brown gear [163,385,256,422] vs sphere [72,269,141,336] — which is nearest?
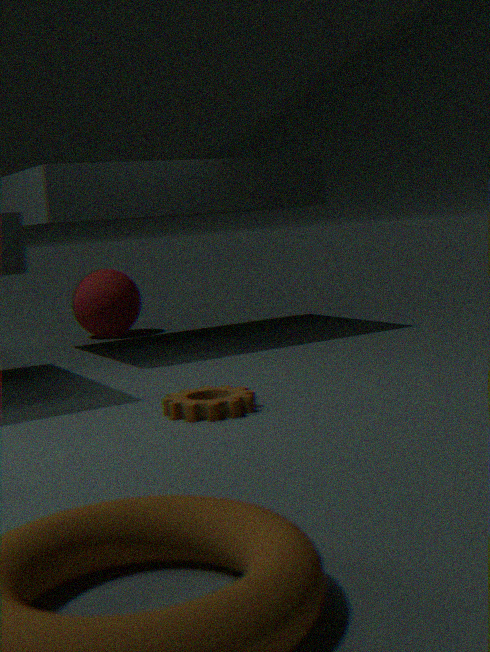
brown gear [163,385,256,422]
